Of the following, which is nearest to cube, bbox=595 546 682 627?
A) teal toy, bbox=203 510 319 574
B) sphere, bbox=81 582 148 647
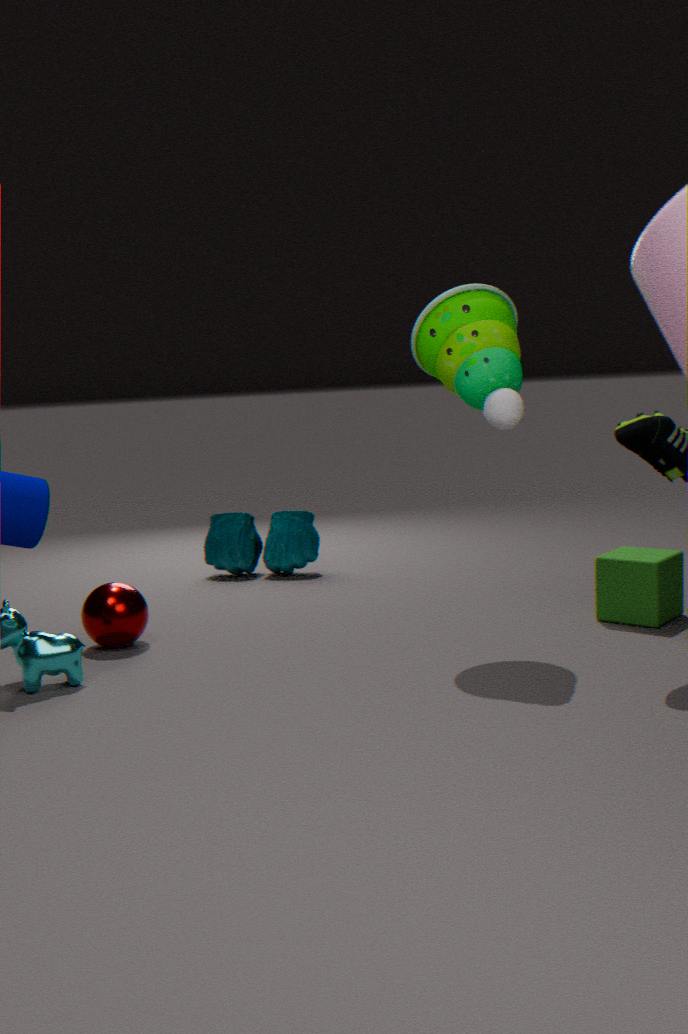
teal toy, bbox=203 510 319 574
